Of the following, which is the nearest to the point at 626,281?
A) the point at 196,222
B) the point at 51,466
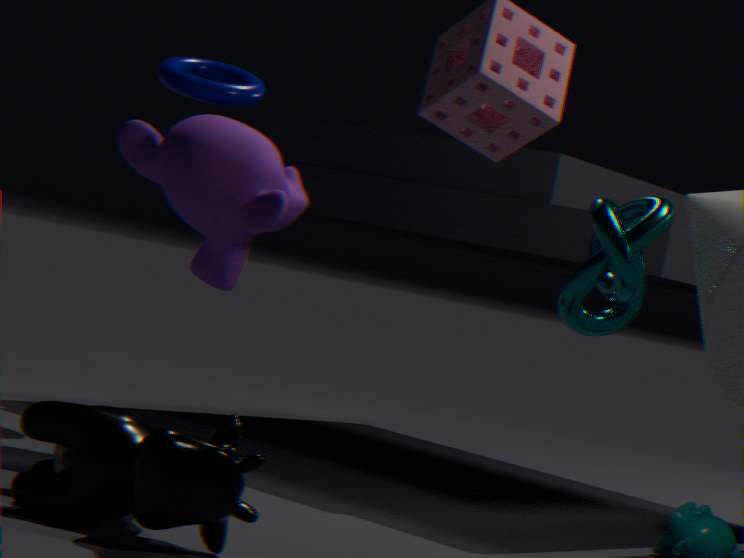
the point at 51,466
